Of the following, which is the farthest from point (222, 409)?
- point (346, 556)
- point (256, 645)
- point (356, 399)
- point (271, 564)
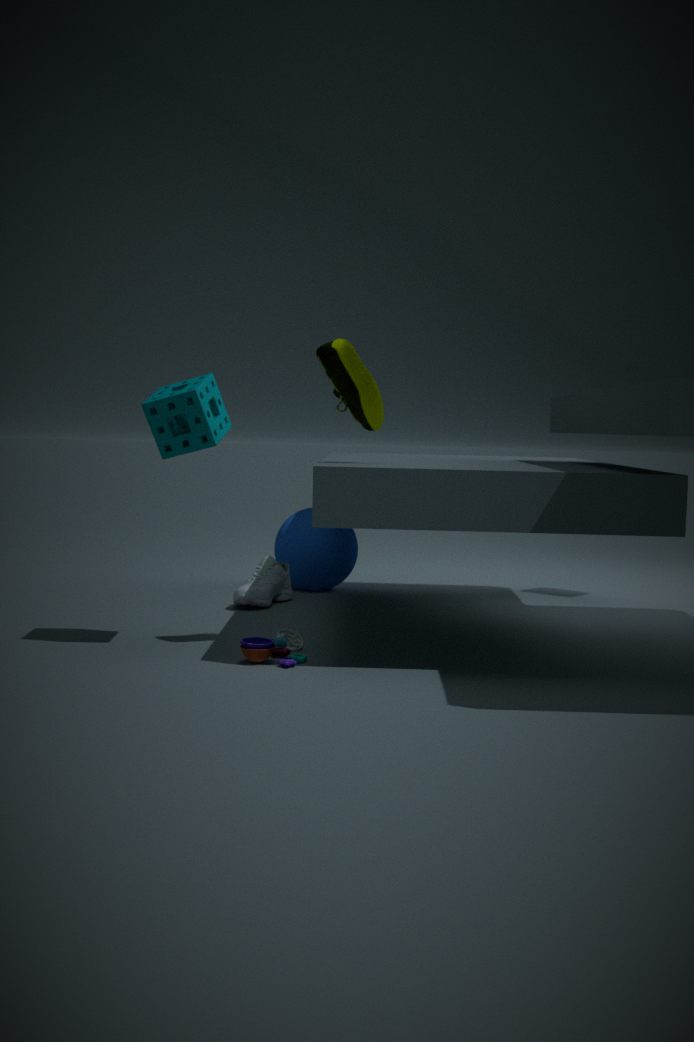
point (346, 556)
